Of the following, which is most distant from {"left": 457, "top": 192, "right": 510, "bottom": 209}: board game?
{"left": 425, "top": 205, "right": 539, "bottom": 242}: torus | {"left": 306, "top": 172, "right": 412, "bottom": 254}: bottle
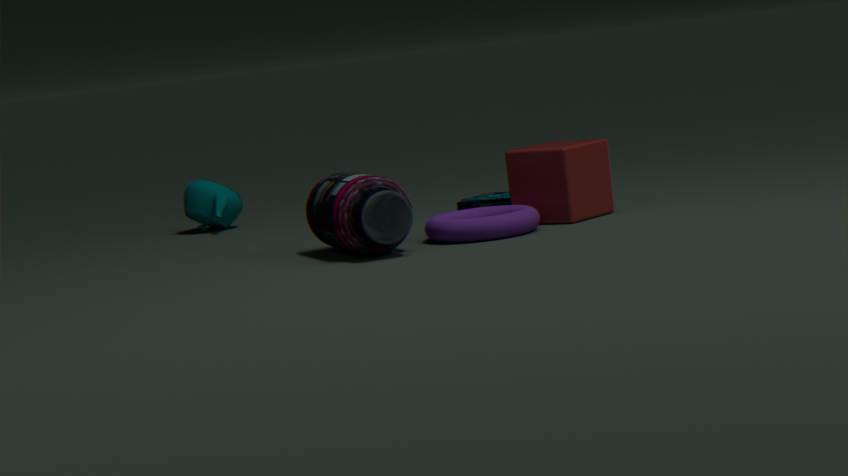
{"left": 306, "top": 172, "right": 412, "bottom": 254}: bottle
